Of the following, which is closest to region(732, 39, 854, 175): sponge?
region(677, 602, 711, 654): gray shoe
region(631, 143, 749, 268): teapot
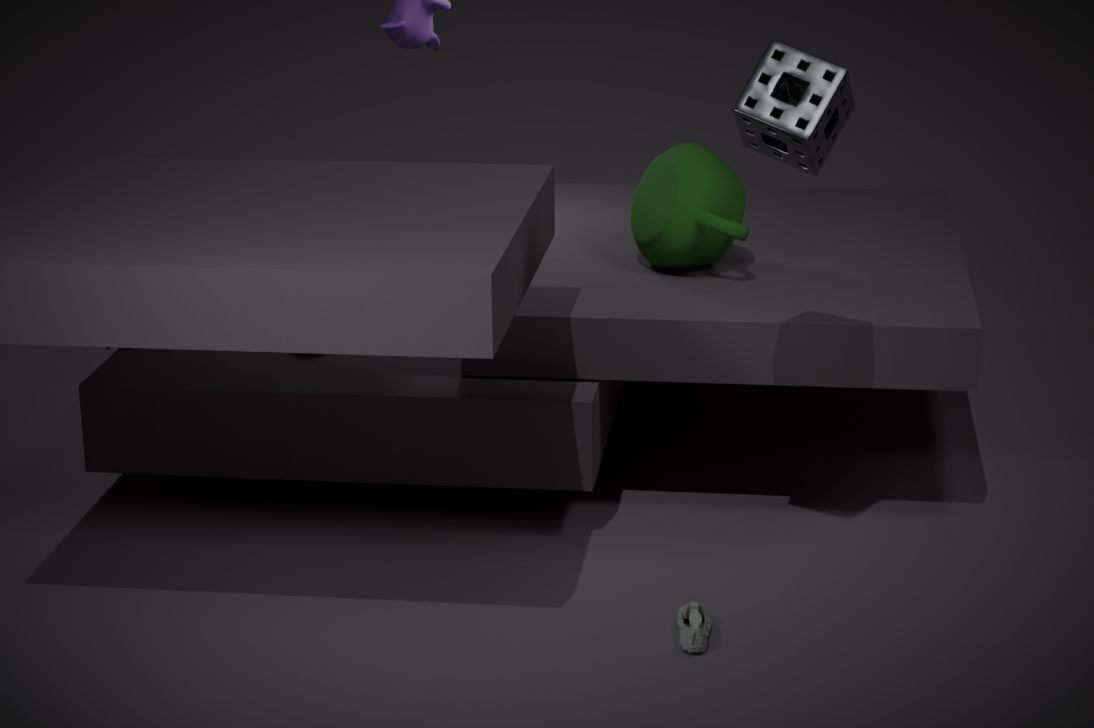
region(631, 143, 749, 268): teapot
